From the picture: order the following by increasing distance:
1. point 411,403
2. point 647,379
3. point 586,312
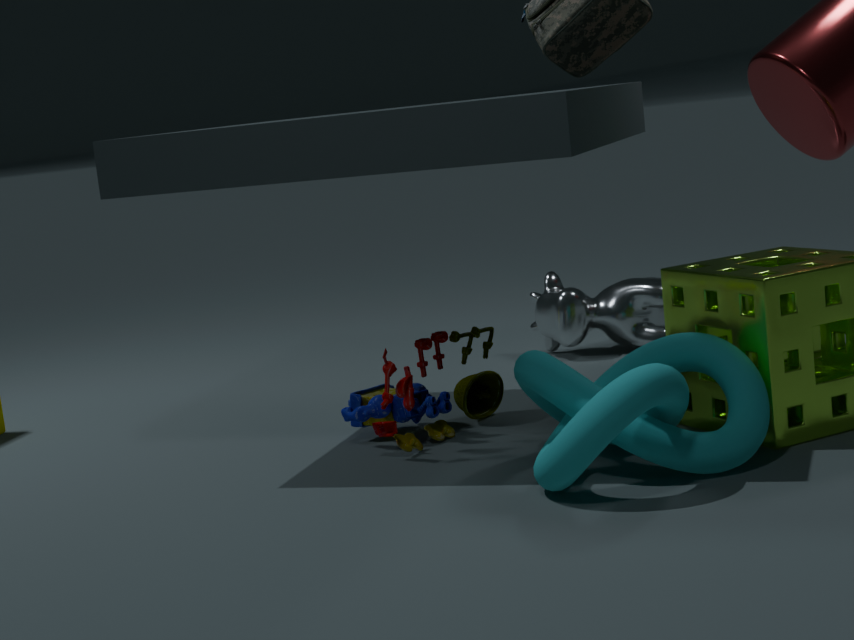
point 647,379 → point 411,403 → point 586,312
